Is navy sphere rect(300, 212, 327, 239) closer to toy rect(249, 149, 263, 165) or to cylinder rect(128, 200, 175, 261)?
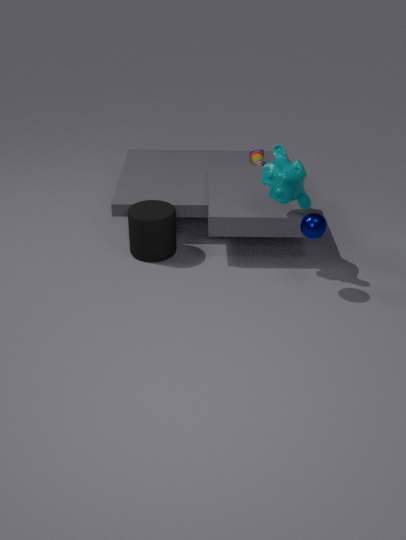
cylinder rect(128, 200, 175, 261)
